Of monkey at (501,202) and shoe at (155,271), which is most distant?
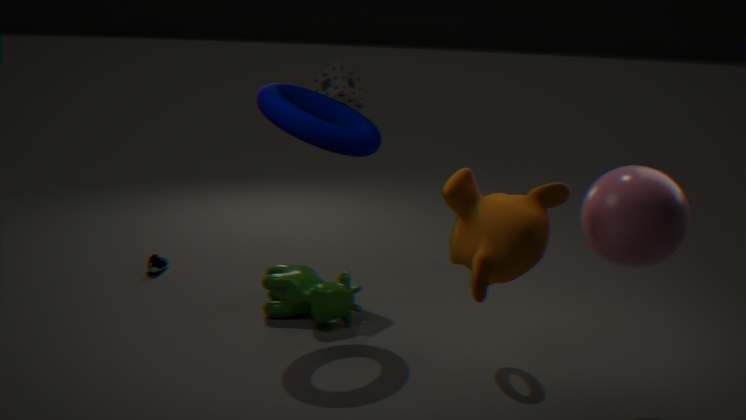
shoe at (155,271)
